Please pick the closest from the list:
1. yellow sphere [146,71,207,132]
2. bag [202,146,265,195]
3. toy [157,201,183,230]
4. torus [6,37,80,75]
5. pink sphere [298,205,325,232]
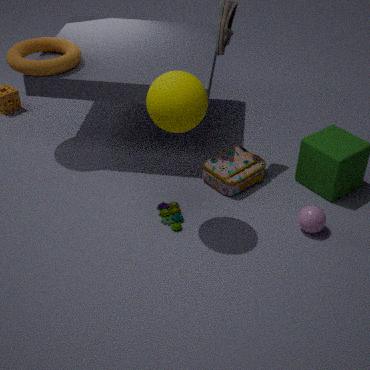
yellow sphere [146,71,207,132]
